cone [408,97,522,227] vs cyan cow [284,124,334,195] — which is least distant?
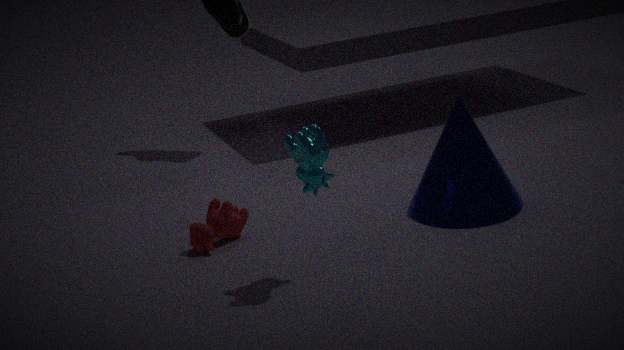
cyan cow [284,124,334,195]
